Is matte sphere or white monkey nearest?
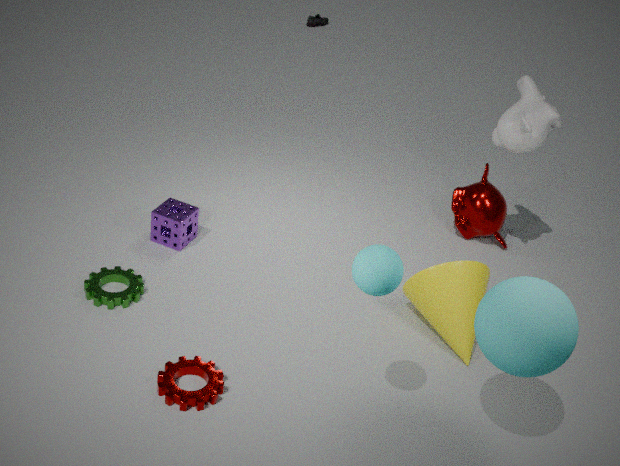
matte sphere
